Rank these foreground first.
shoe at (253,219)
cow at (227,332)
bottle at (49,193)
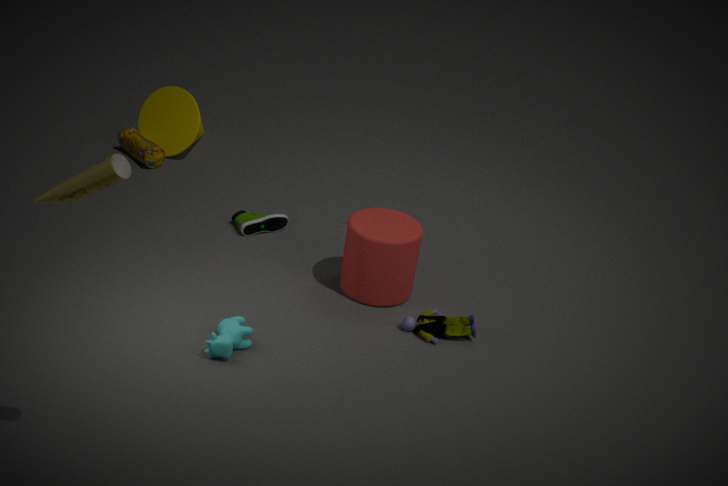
bottle at (49,193) < cow at (227,332) < shoe at (253,219)
